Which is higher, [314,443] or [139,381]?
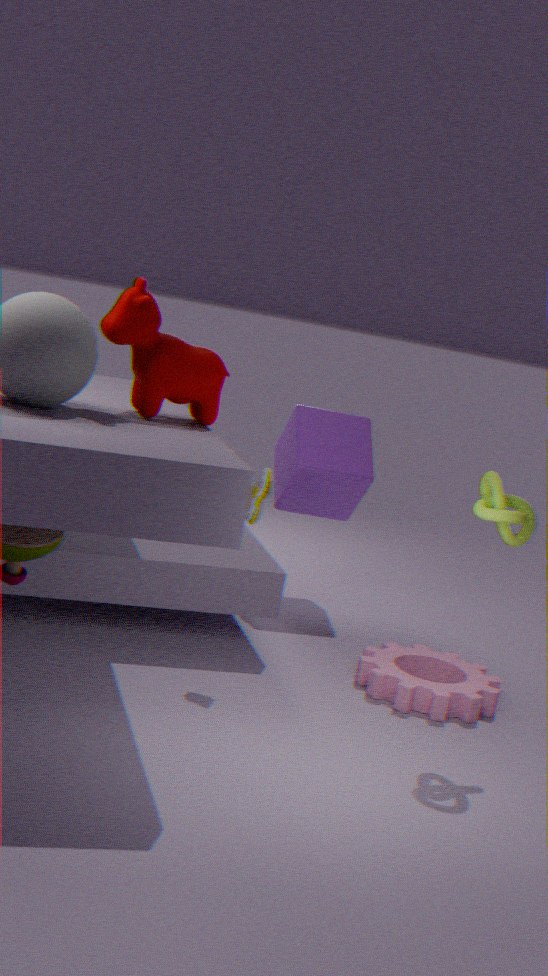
[139,381]
